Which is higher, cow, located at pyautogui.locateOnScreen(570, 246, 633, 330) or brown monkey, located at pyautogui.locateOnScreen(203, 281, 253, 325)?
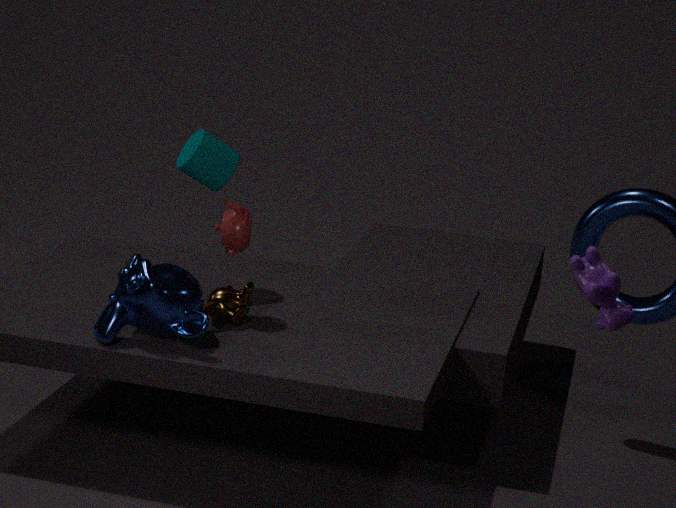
cow, located at pyautogui.locateOnScreen(570, 246, 633, 330)
